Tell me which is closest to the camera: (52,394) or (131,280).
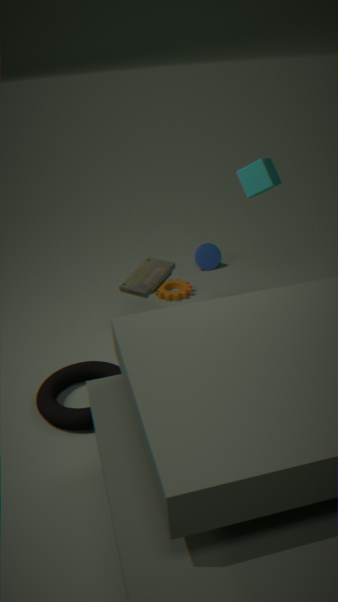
(52,394)
